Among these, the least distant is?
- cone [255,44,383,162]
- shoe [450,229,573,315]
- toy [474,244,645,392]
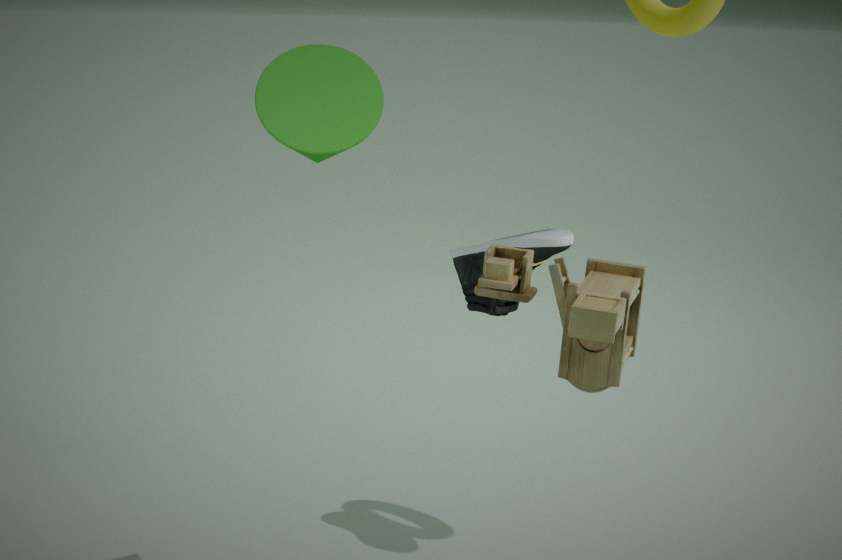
toy [474,244,645,392]
